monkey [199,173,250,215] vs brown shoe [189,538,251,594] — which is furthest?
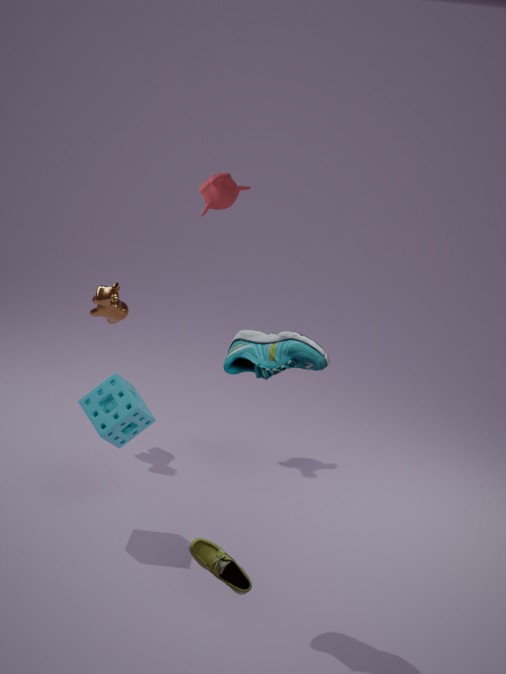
monkey [199,173,250,215]
